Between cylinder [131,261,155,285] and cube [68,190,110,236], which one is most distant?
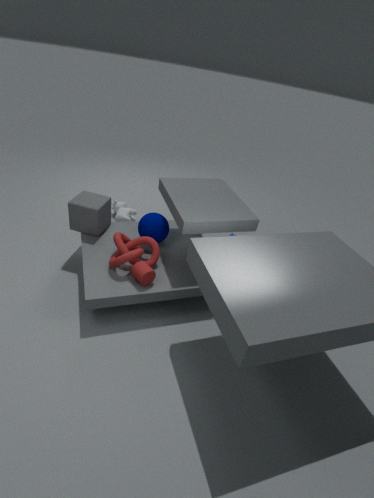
cube [68,190,110,236]
